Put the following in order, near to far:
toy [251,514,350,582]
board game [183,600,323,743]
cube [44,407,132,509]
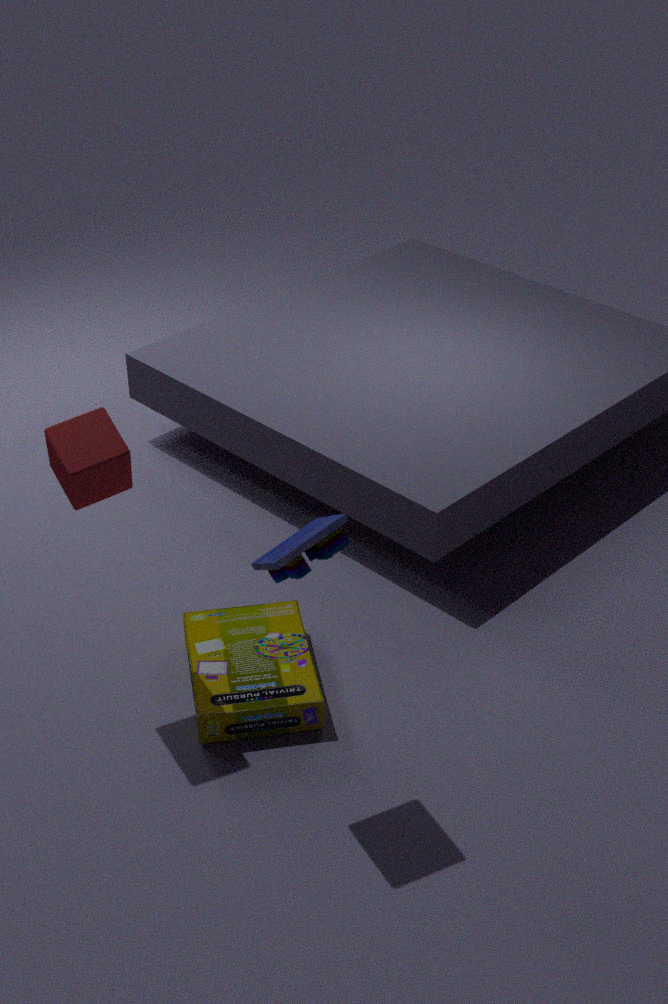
toy [251,514,350,582] < cube [44,407,132,509] < board game [183,600,323,743]
